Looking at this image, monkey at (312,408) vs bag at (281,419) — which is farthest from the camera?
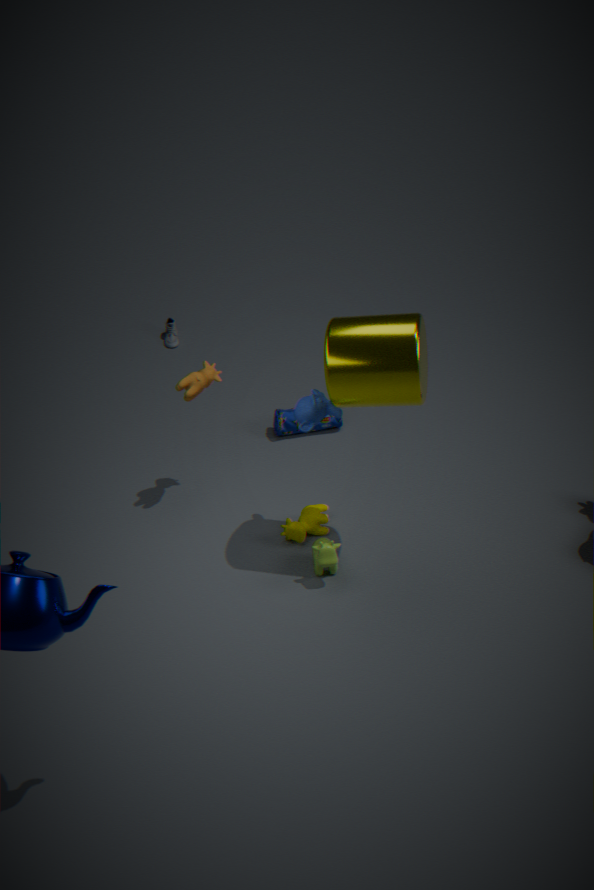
bag at (281,419)
